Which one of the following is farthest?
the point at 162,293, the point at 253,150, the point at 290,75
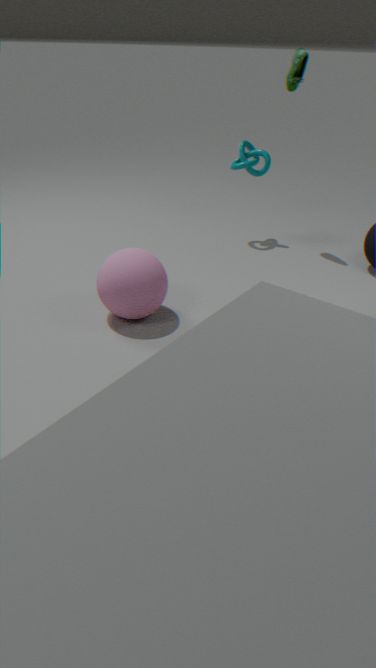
the point at 253,150
